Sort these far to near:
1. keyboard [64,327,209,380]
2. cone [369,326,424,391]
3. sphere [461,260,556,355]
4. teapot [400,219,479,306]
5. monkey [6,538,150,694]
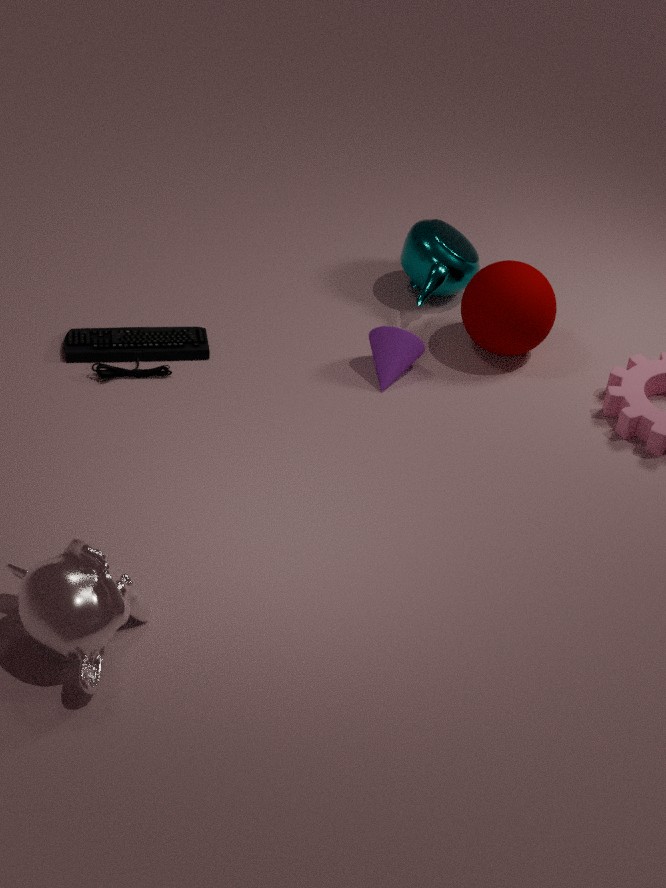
teapot [400,219,479,306] → sphere [461,260,556,355] → cone [369,326,424,391] → keyboard [64,327,209,380] → monkey [6,538,150,694]
